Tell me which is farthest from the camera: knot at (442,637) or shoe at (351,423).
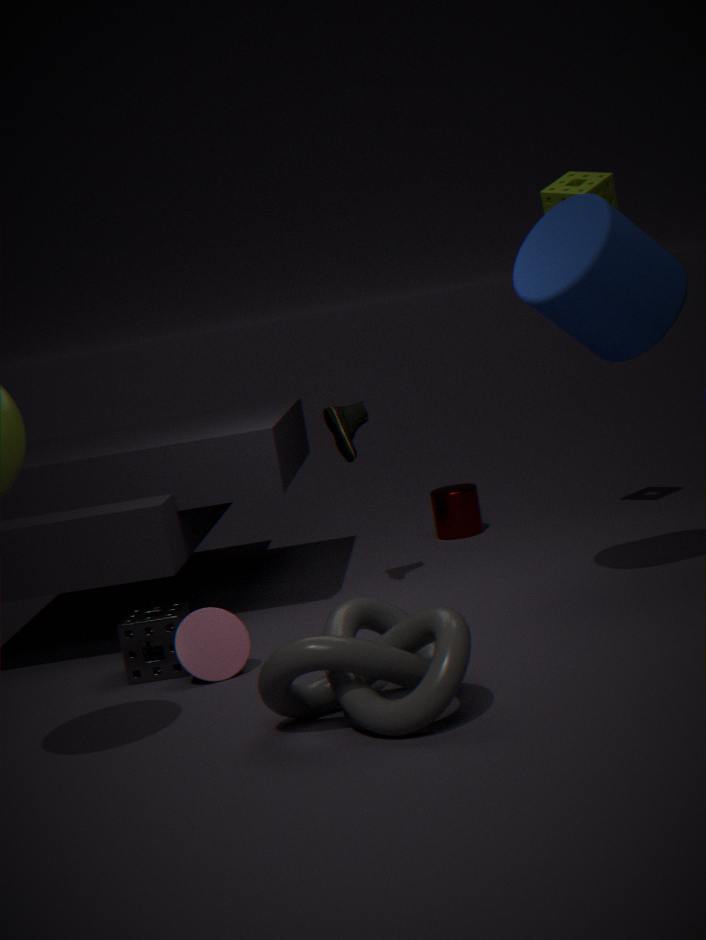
shoe at (351,423)
